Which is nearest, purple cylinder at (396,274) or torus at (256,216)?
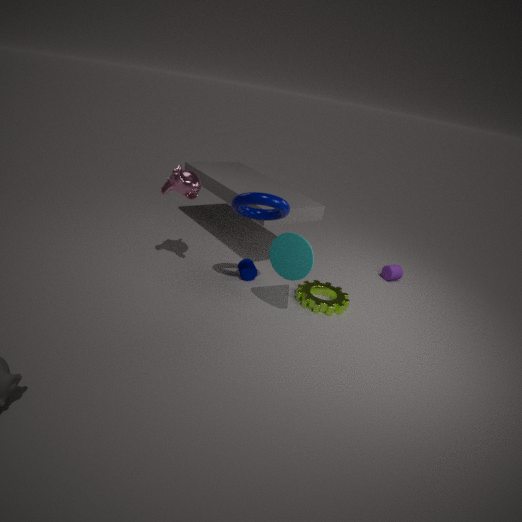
torus at (256,216)
